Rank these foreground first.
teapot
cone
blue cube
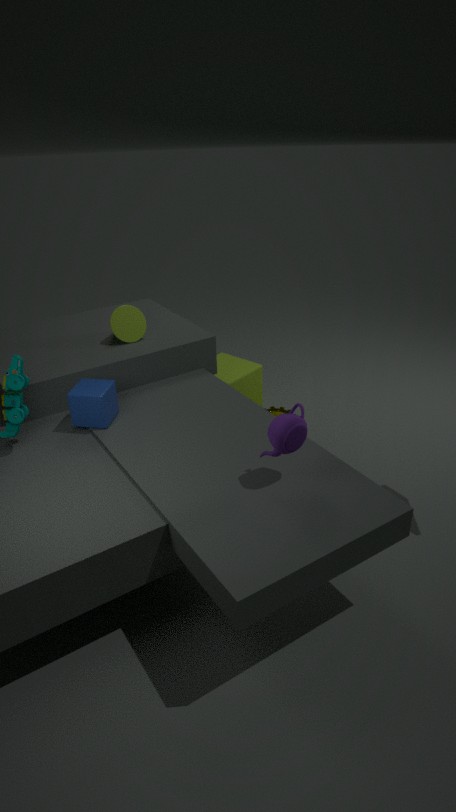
teapot < blue cube < cone
